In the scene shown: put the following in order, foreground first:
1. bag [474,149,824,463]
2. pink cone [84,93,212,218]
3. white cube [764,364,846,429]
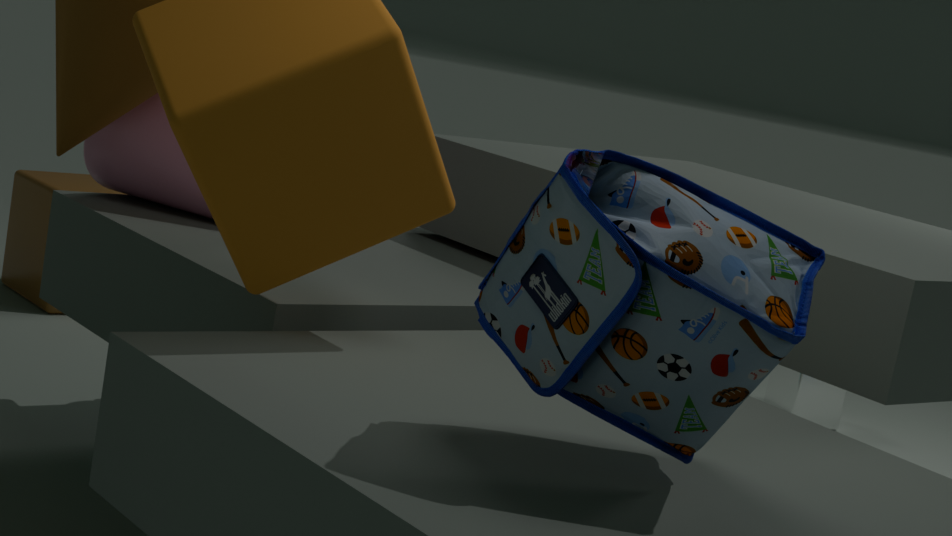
bag [474,149,824,463] → pink cone [84,93,212,218] → white cube [764,364,846,429]
